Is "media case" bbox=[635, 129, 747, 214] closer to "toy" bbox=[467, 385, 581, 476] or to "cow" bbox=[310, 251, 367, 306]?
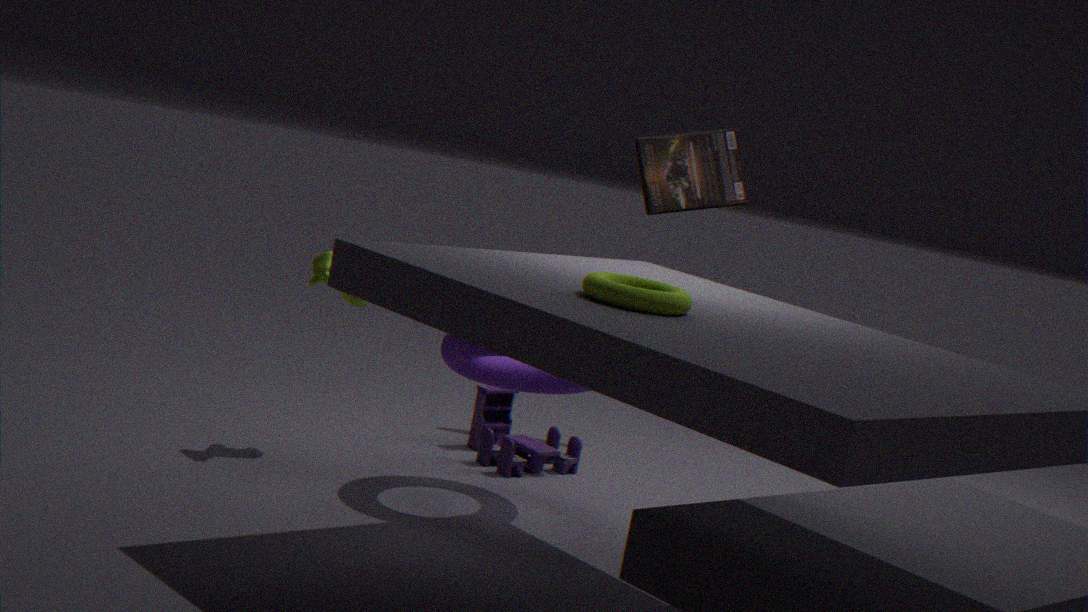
"toy" bbox=[467, 385, 581, 476]
